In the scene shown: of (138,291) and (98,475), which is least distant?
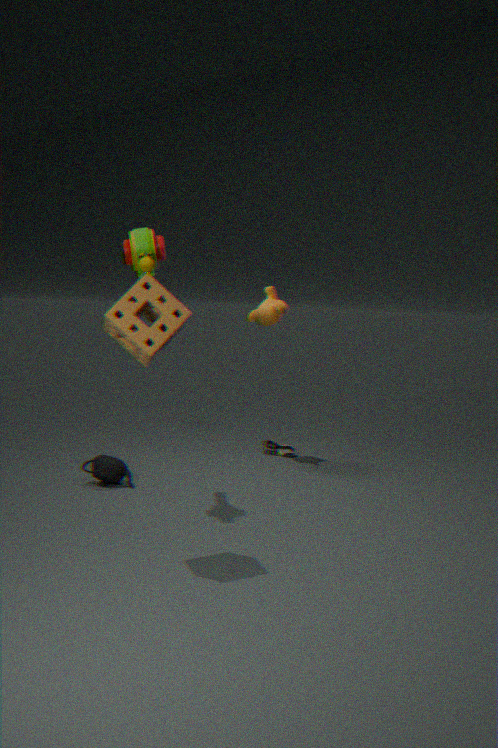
(138,291)
